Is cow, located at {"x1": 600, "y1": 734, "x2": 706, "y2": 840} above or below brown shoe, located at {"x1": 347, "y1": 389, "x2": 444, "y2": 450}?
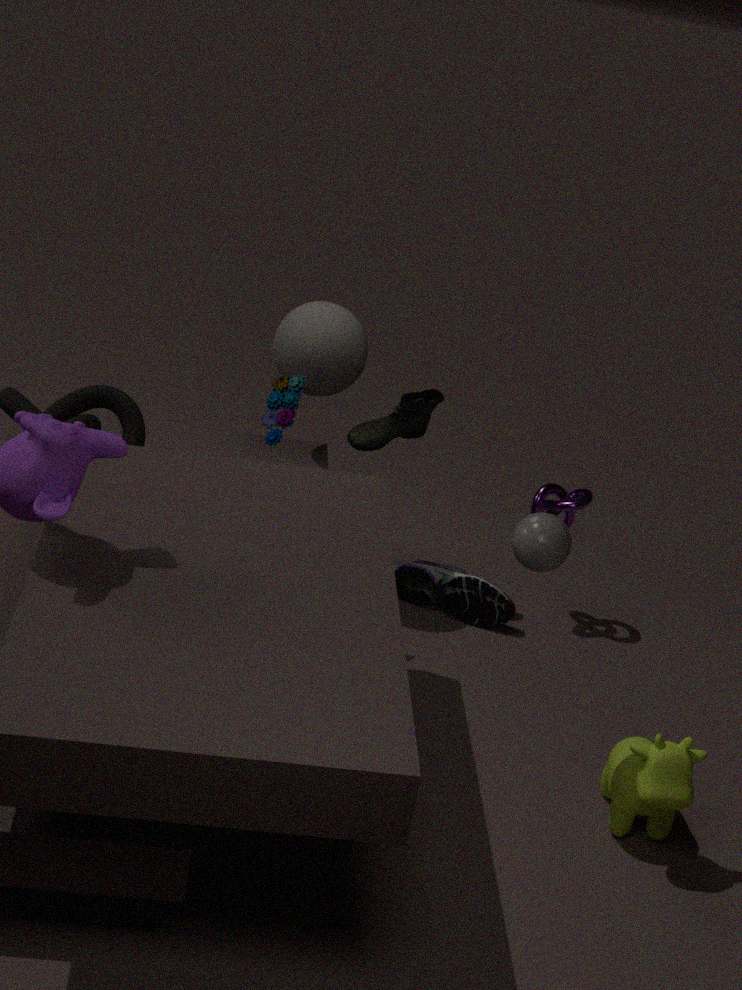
below
